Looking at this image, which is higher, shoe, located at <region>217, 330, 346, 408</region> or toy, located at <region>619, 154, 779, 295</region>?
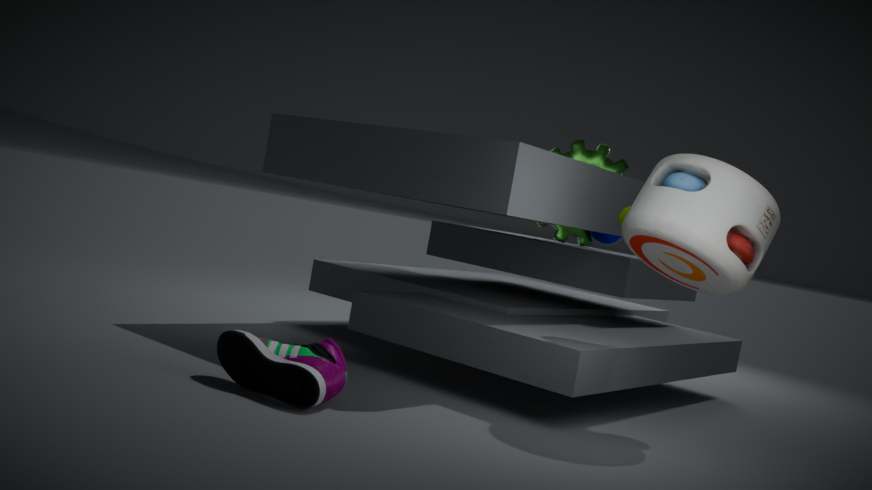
toy, located at <region>619, 154, 779, 295</region>
